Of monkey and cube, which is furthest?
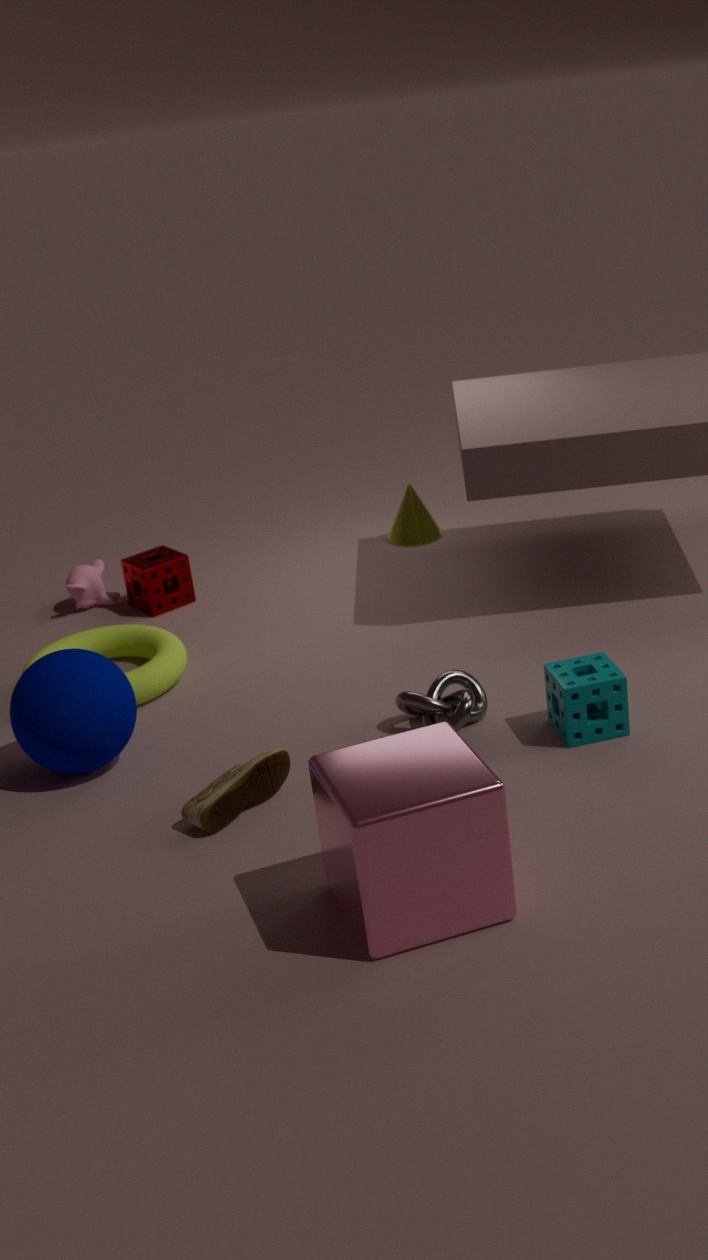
monkey
